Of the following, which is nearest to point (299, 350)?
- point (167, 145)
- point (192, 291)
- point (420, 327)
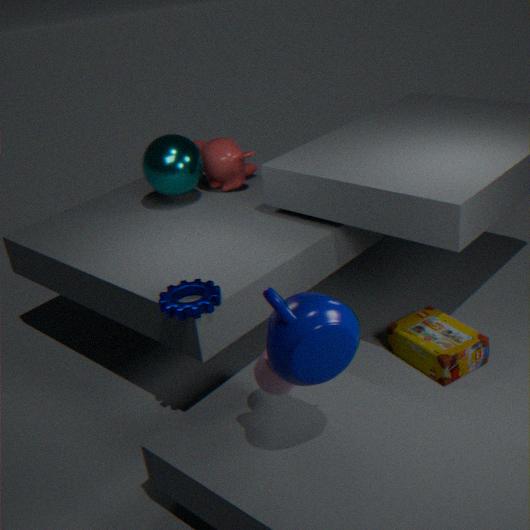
point (192, 291)
